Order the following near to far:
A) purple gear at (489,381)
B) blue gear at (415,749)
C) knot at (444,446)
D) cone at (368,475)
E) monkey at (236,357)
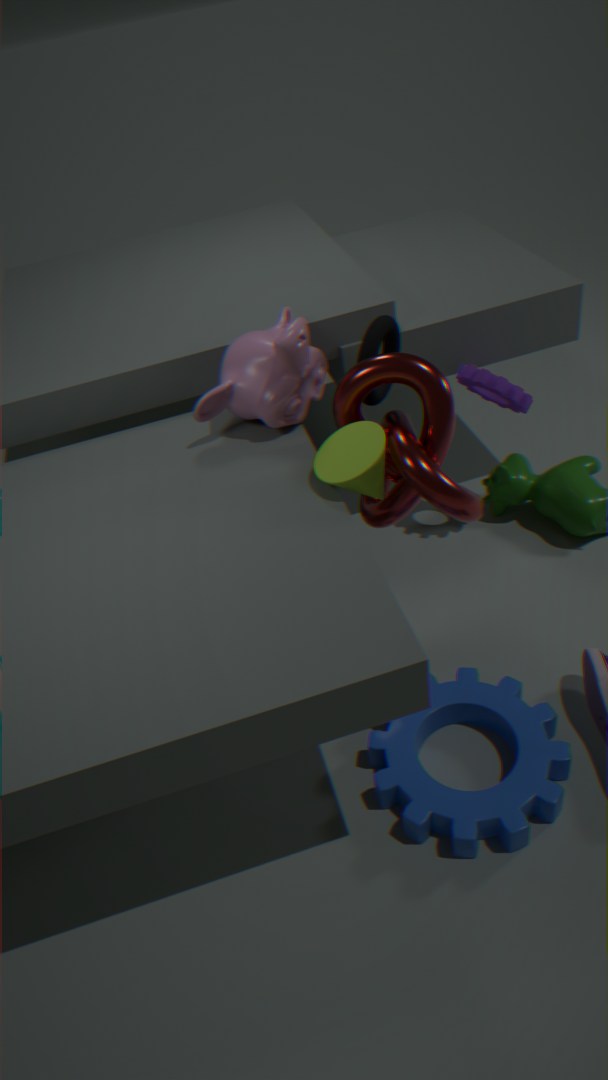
knot at (444,446), blue gear at (415,749), cone at (368,475), monkey at (236,357), purple gear at (489,381)
